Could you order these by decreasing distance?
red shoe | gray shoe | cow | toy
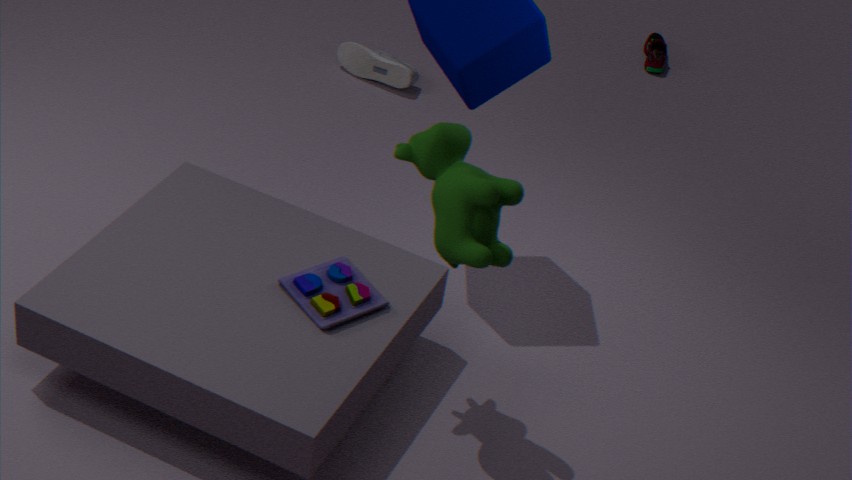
red shoe, gray shoe, toy, cow
